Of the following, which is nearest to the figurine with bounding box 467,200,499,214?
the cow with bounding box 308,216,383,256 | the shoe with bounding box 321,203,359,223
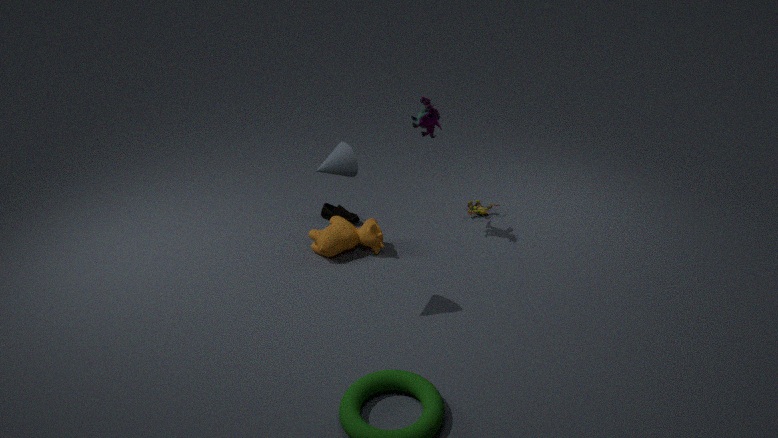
the cow with bounding box 308,216,383,256
